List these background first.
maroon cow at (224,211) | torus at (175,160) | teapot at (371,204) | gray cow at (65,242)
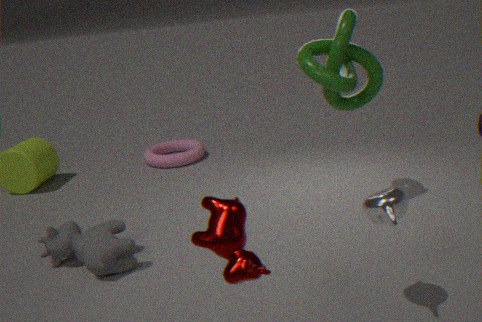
torus at (175,160) → gray cow at (65,242) → teapot at (371,204) → maroon cow at (224,211)
